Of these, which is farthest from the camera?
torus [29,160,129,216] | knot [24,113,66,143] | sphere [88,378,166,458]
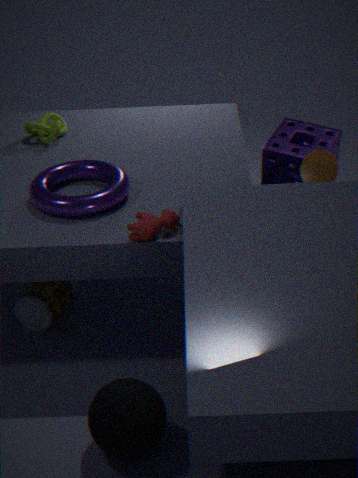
knot [24,113,66,143]
